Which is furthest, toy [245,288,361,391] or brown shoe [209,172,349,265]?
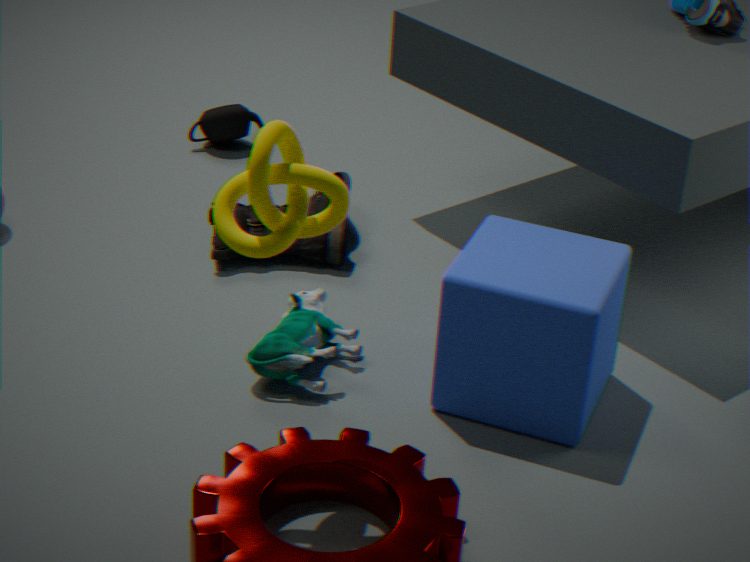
brown shoe [209,172,349,265]
